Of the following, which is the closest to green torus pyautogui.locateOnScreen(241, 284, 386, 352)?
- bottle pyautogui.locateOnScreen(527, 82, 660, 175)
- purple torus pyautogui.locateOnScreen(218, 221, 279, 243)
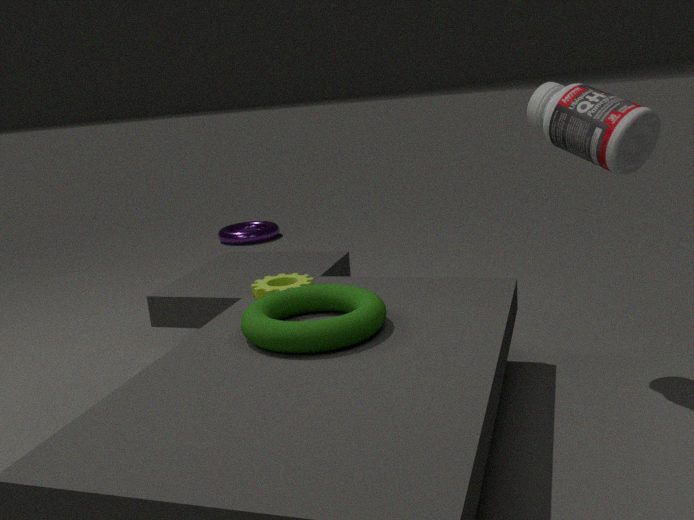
bottle pyautogui.locateOnScreen(527, 82, 660, 175)
